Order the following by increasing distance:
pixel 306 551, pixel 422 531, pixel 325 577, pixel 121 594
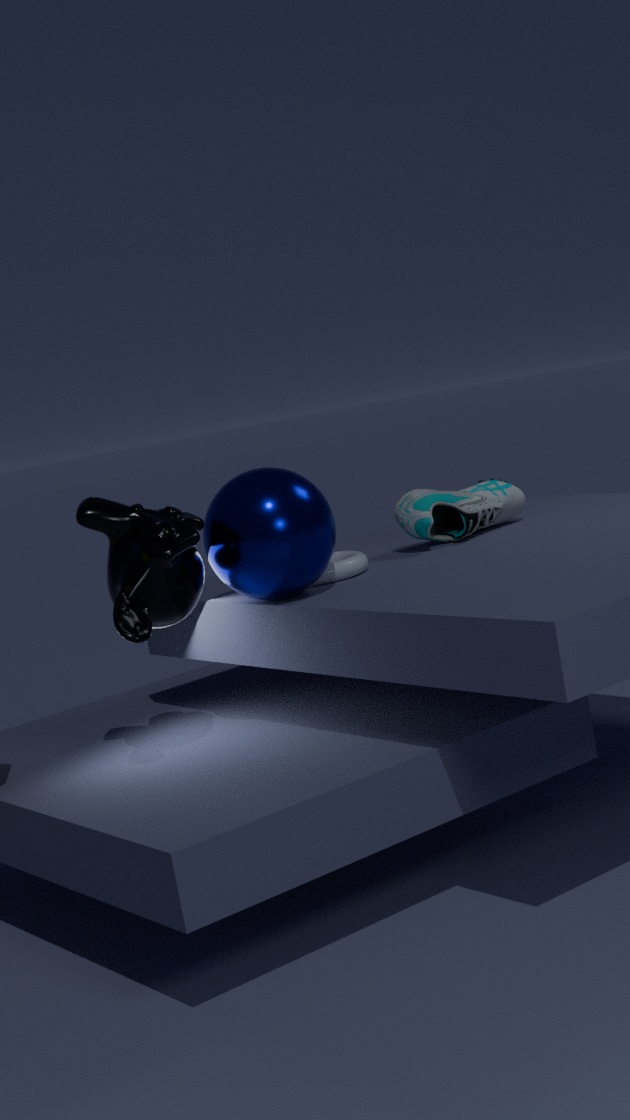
1. pixel 121 594
2. pixel 306 551
3. pixel 325 577
4. pixel 422 531
